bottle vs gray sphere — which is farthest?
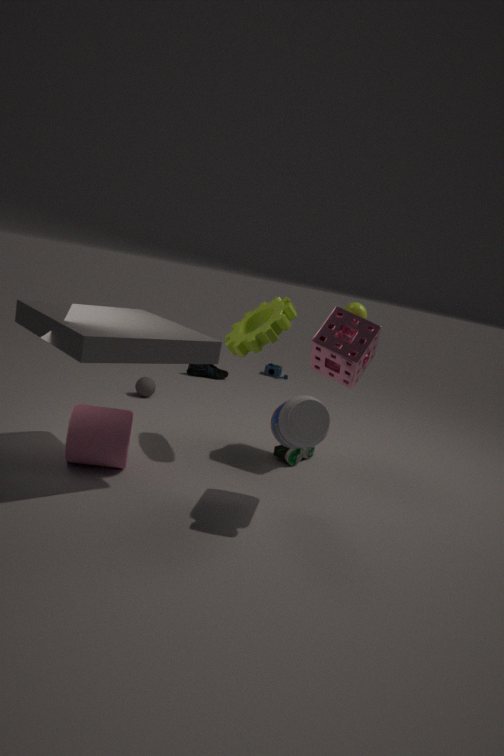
gray sphere
